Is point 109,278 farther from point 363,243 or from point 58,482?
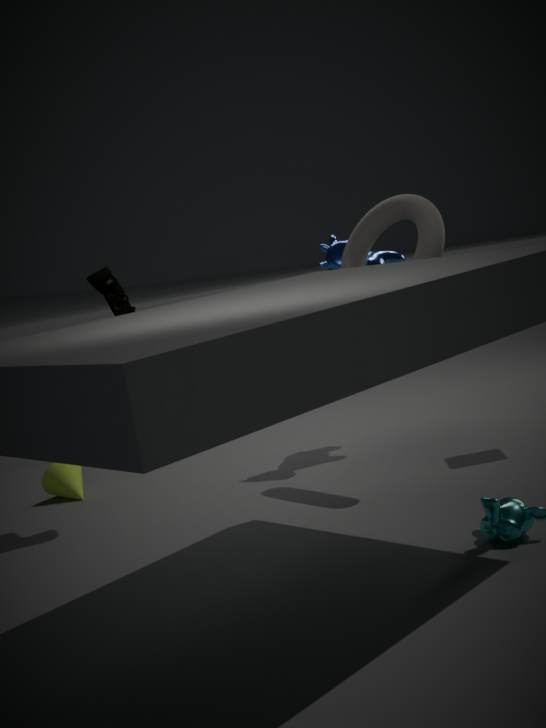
point 363,243
